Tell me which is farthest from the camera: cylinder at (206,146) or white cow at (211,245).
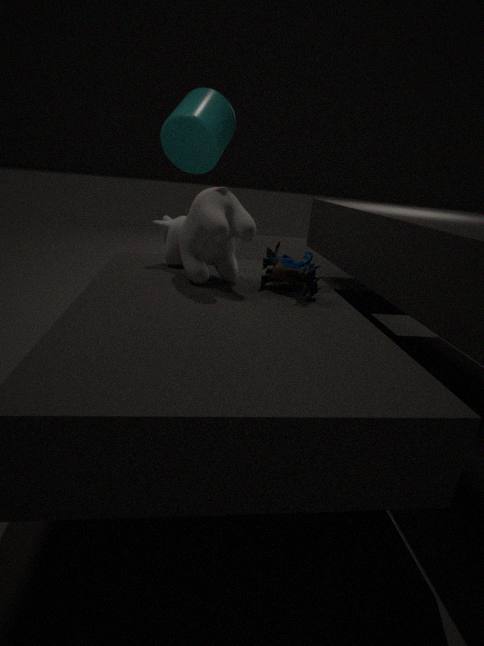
cylinder at (206,146)
